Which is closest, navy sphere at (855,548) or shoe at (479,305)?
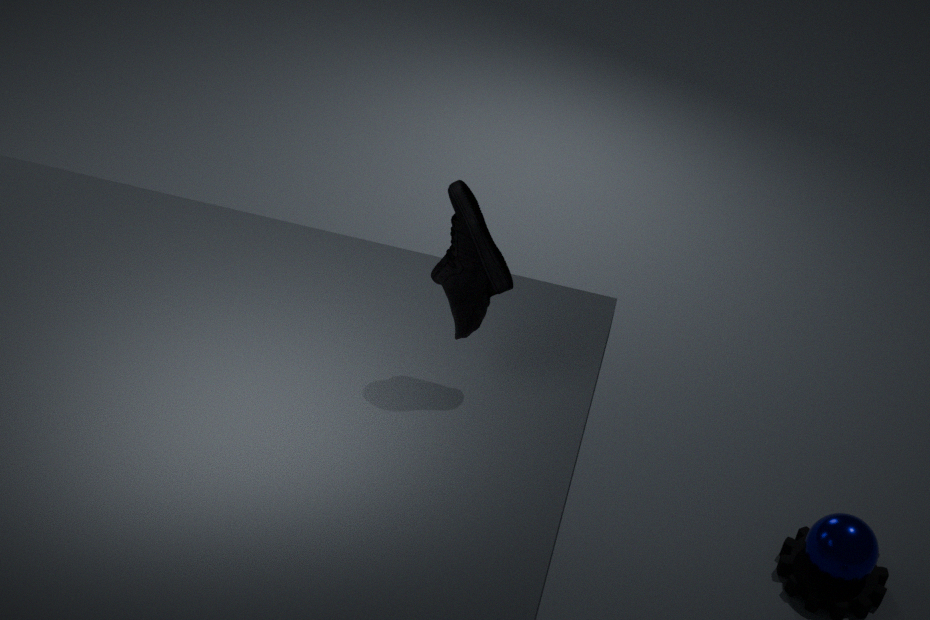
shoe at (479,305)
